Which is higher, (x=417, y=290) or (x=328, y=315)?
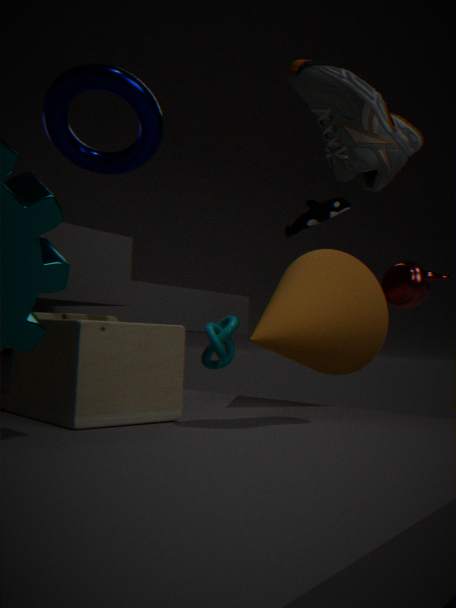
(x=417, y=290)
